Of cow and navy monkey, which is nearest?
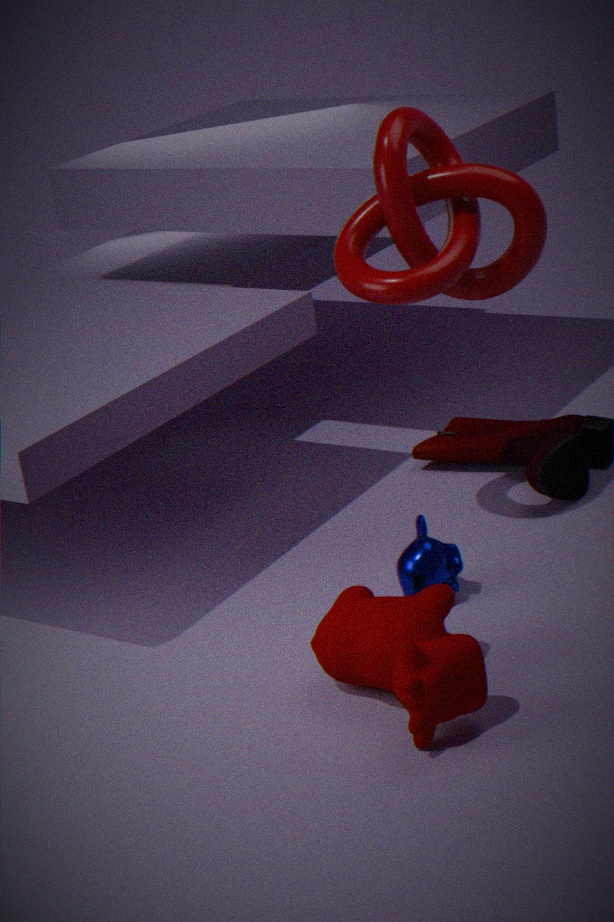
cow
